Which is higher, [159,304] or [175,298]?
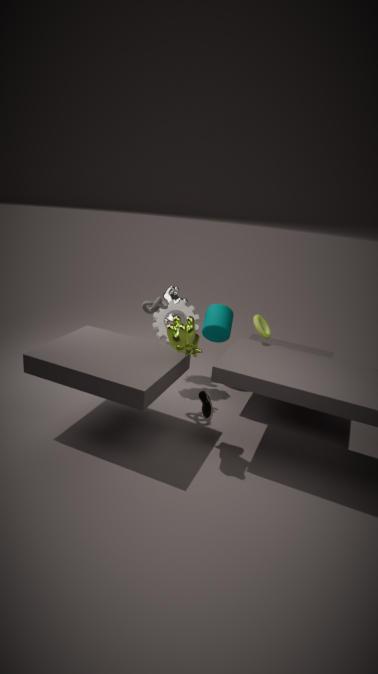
[159,304]
